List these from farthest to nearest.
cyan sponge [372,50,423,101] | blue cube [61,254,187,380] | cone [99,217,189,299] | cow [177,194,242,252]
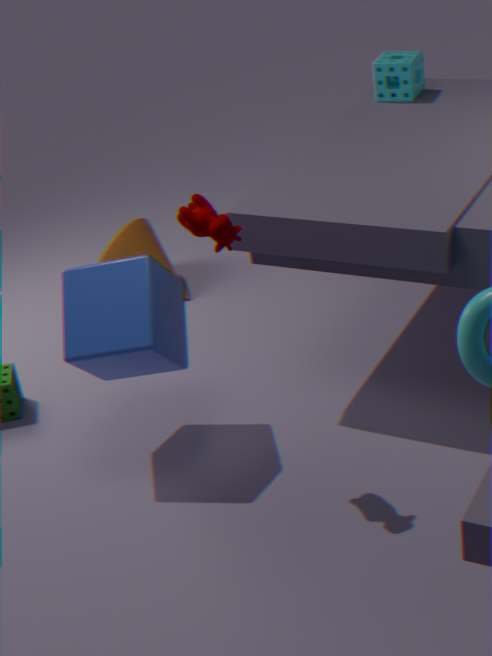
1. cone [99,217,189,299]
2. cyan sponge [372,50,423,101]
3. blue cube [61,254,187,380]
4. cow [177,194,242,252]
